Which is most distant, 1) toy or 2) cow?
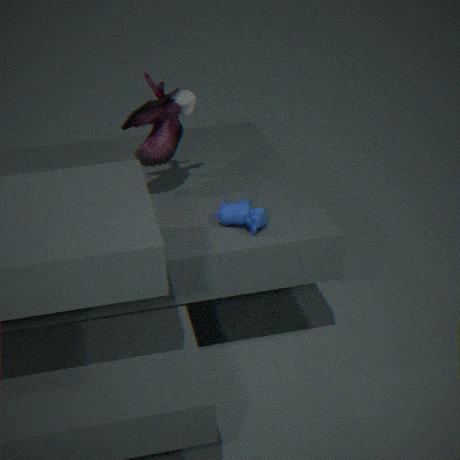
1. toy
